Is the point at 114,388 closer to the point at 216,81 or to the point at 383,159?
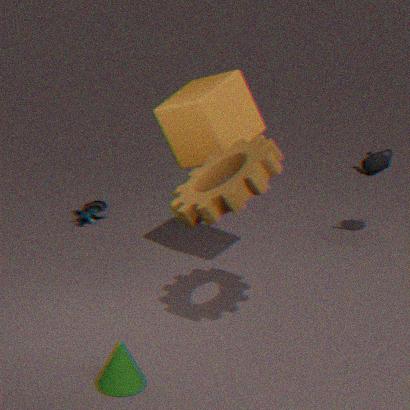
the point at 216,81
